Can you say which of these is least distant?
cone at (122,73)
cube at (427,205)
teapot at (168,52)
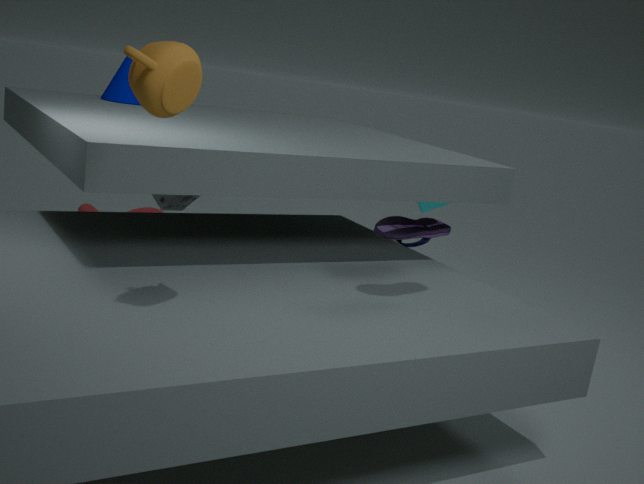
teapot at (168,52)
